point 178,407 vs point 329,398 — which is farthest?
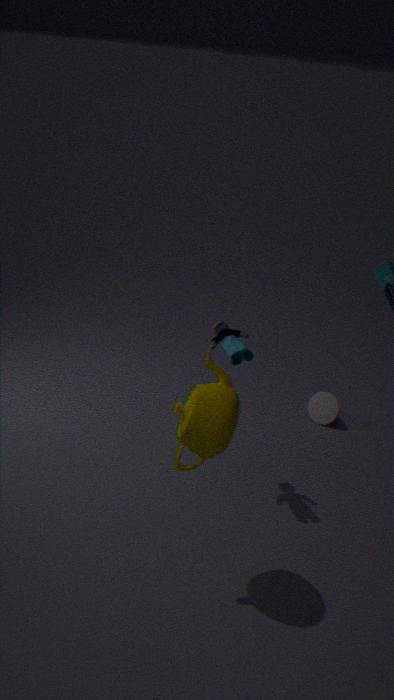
point 329,398
